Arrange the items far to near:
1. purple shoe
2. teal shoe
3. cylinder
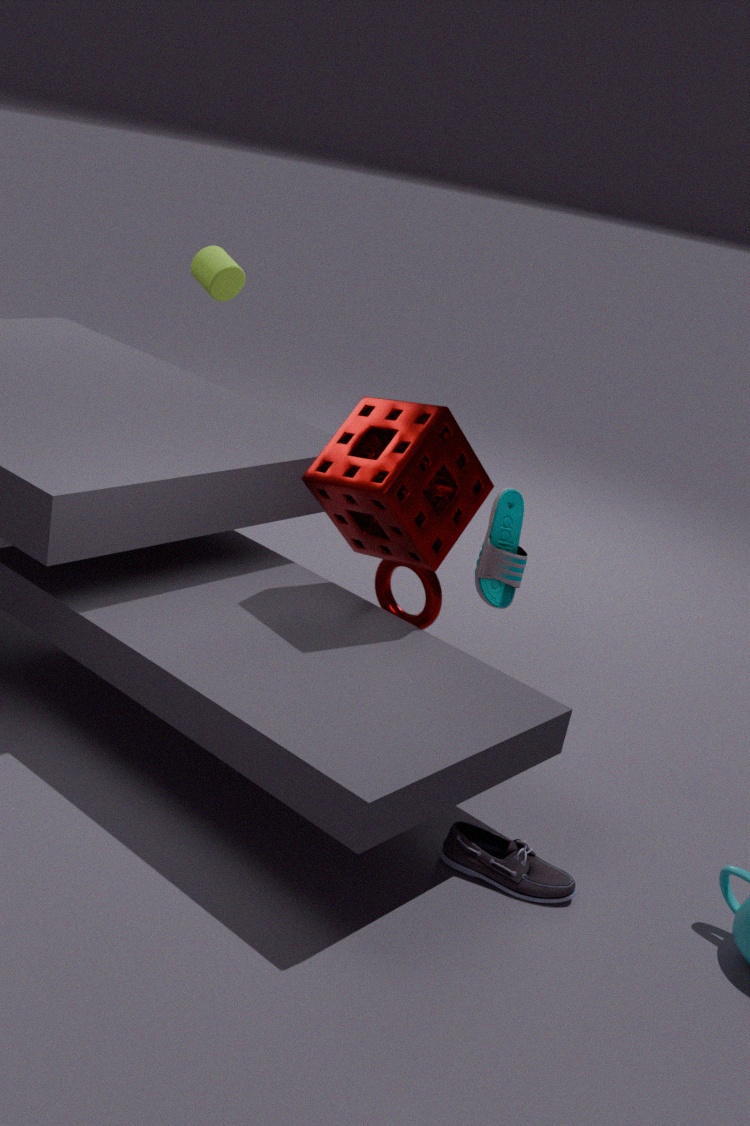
cylinder
teal shoe
purple shoe
